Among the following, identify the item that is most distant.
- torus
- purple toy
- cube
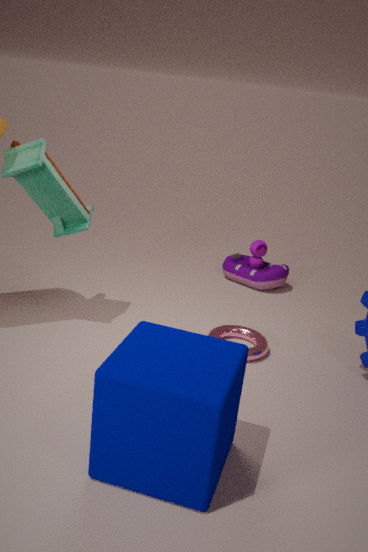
purple toy
